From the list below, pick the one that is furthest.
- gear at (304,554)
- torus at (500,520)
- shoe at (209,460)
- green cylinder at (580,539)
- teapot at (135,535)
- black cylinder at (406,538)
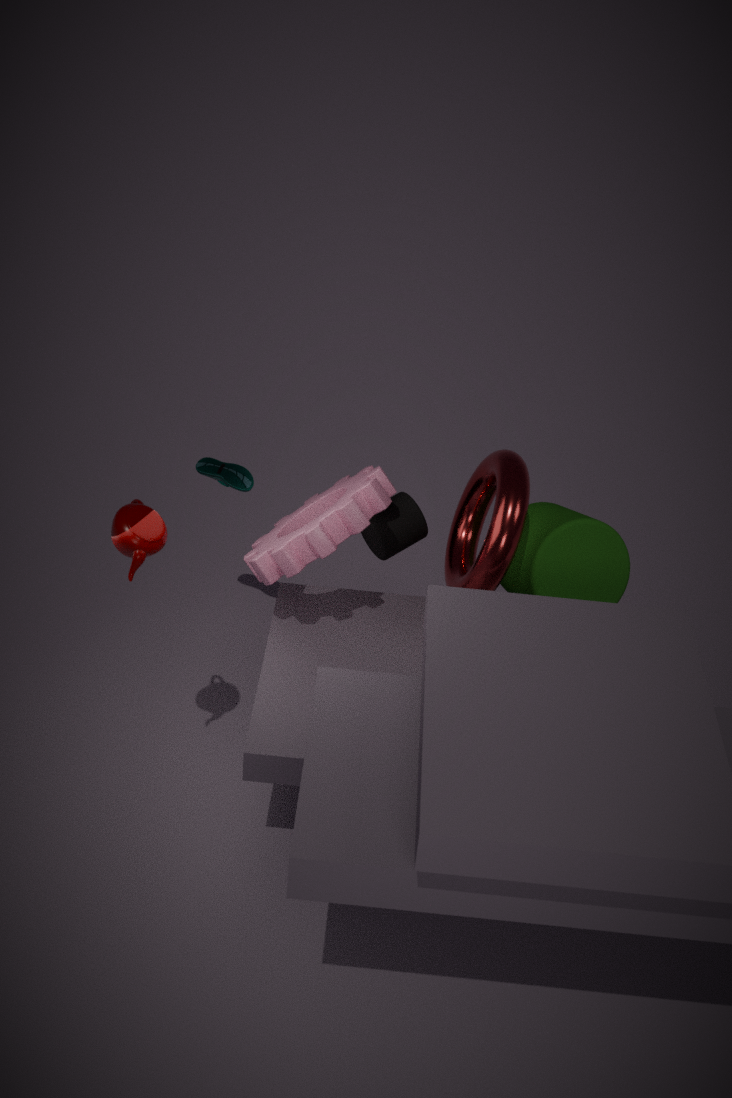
shoe at (209,460)
